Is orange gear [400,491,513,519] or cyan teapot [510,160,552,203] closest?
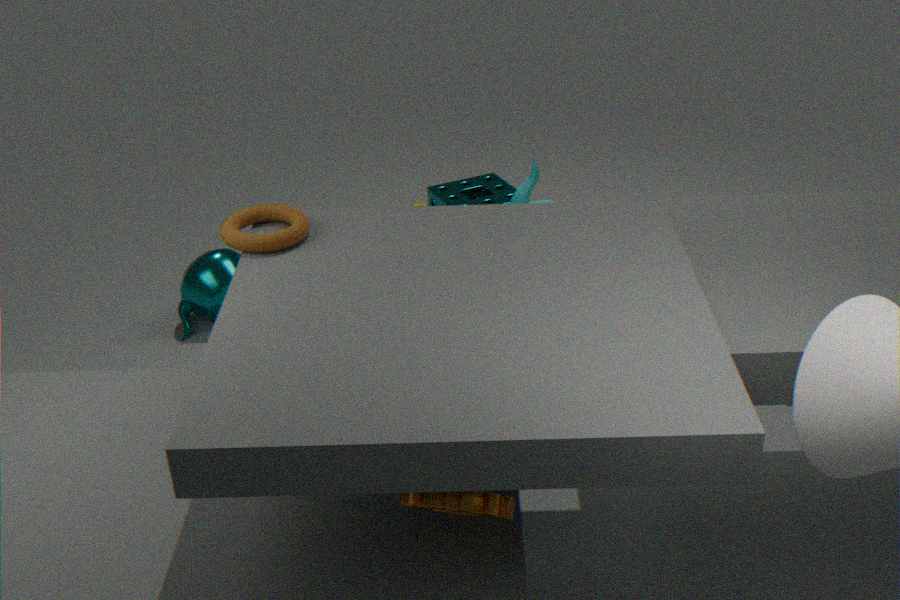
orange gear [400,491,513,519]
